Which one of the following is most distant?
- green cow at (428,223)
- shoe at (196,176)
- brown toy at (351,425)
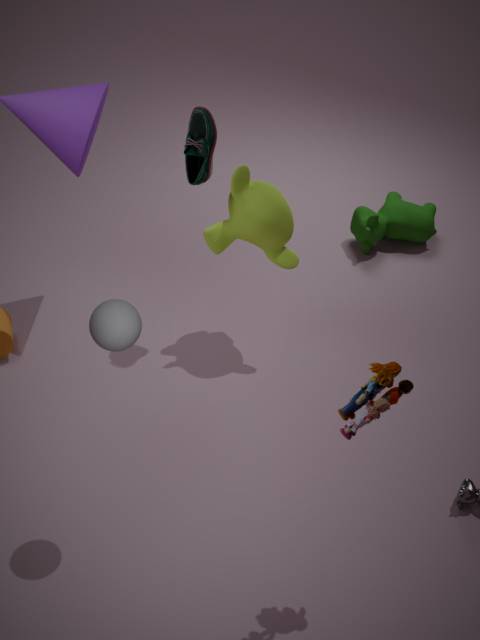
green cow at (428,223)
